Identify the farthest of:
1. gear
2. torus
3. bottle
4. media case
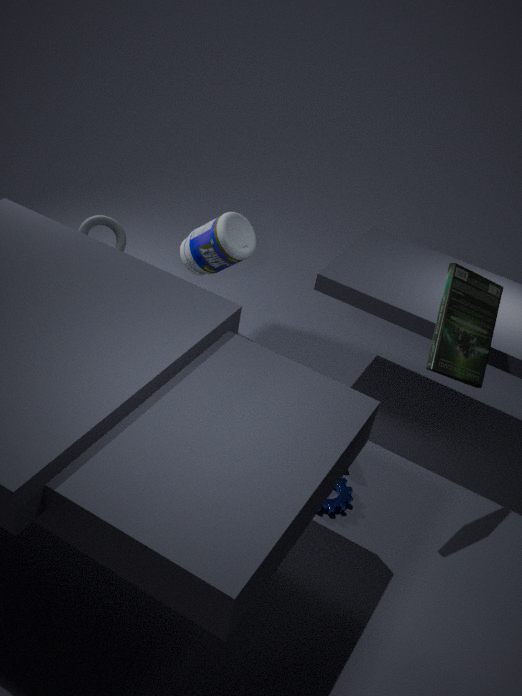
bottle
